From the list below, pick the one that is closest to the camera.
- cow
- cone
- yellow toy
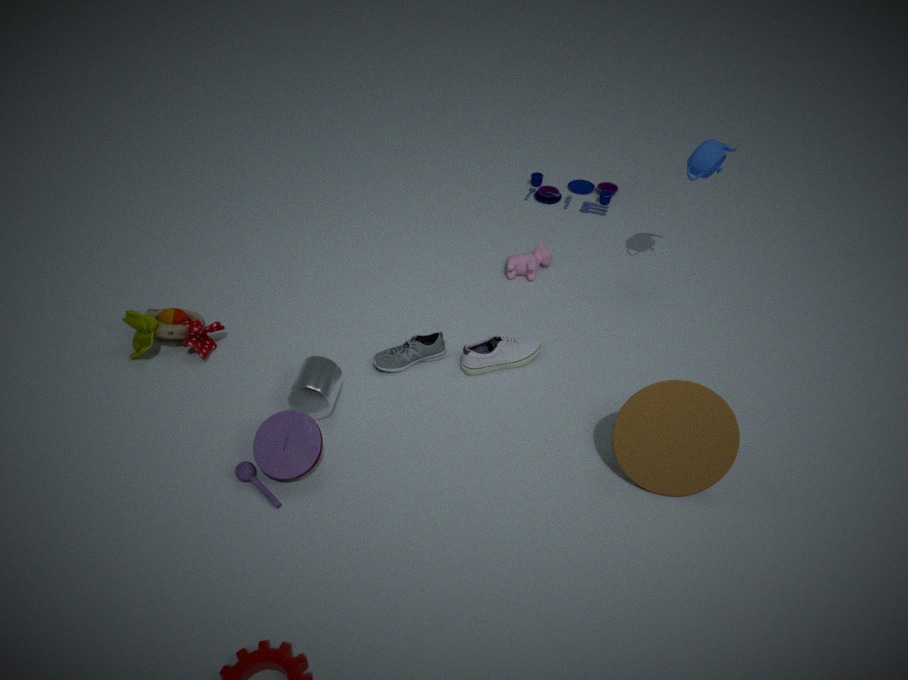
cone
